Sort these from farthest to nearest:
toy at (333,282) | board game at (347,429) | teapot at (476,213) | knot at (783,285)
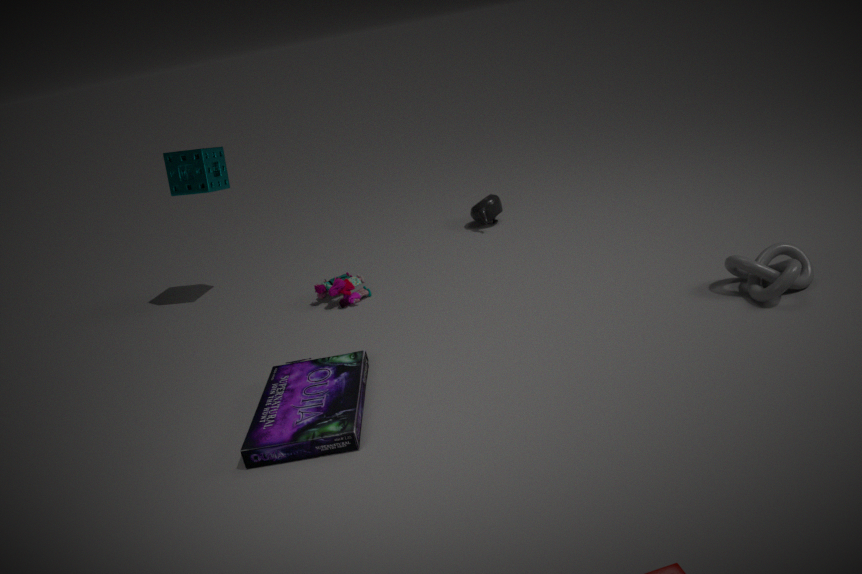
teapot at (476,213)
toy at (333,282)
knot at (783,285)
board game at (347,429)
